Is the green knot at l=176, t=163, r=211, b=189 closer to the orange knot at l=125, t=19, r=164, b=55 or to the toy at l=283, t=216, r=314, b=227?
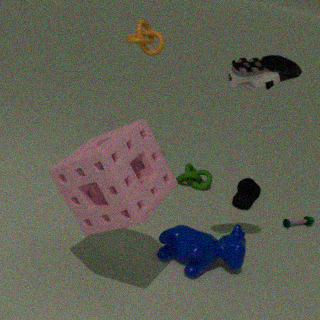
the toy at l=283, t=216, r=314, b=227
